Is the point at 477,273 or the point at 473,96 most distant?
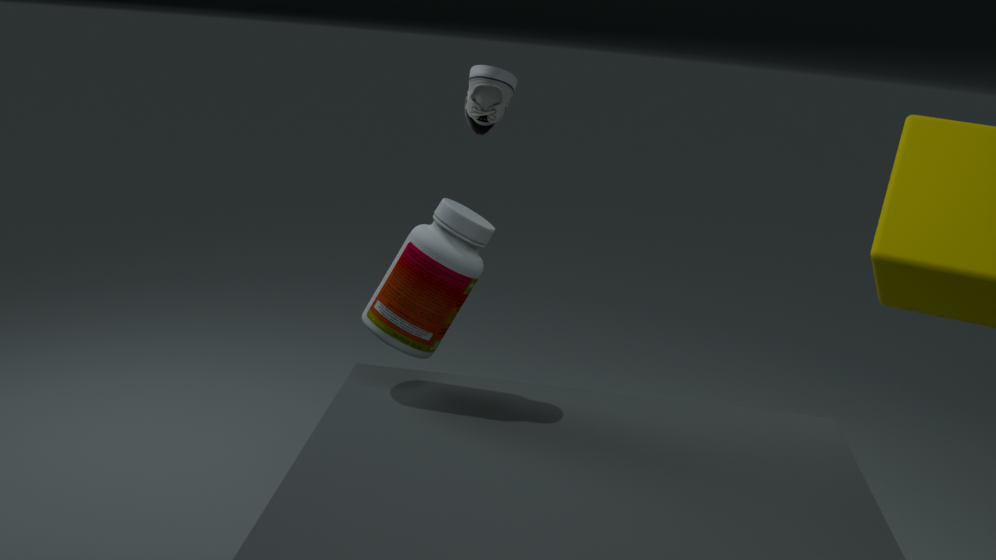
the point at 473,96
